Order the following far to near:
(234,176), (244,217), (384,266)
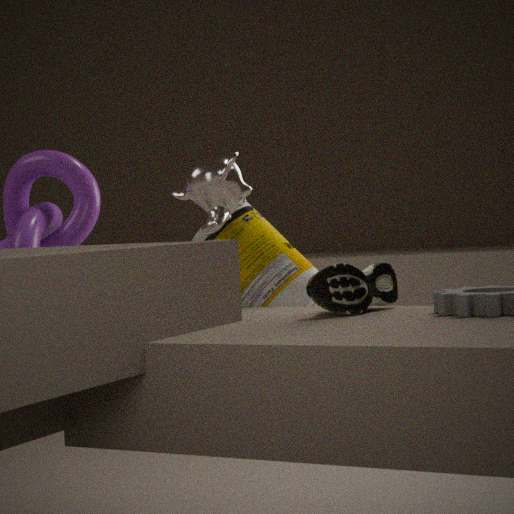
1. (244,217)
2. (384,266)
3. (234,176)
